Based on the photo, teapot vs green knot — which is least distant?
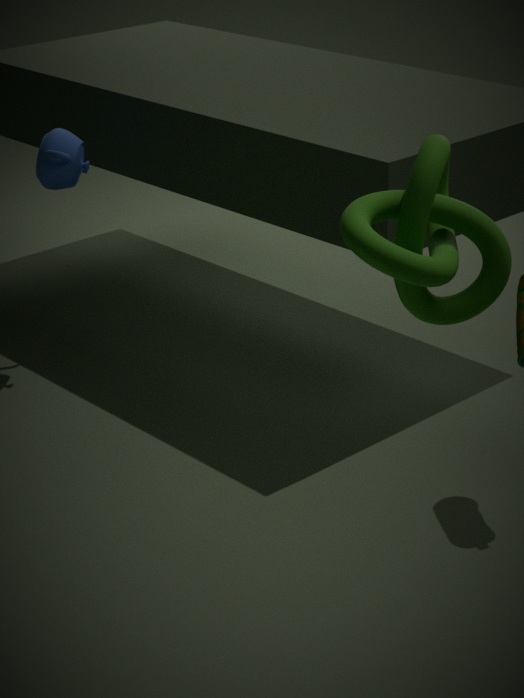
green knot
